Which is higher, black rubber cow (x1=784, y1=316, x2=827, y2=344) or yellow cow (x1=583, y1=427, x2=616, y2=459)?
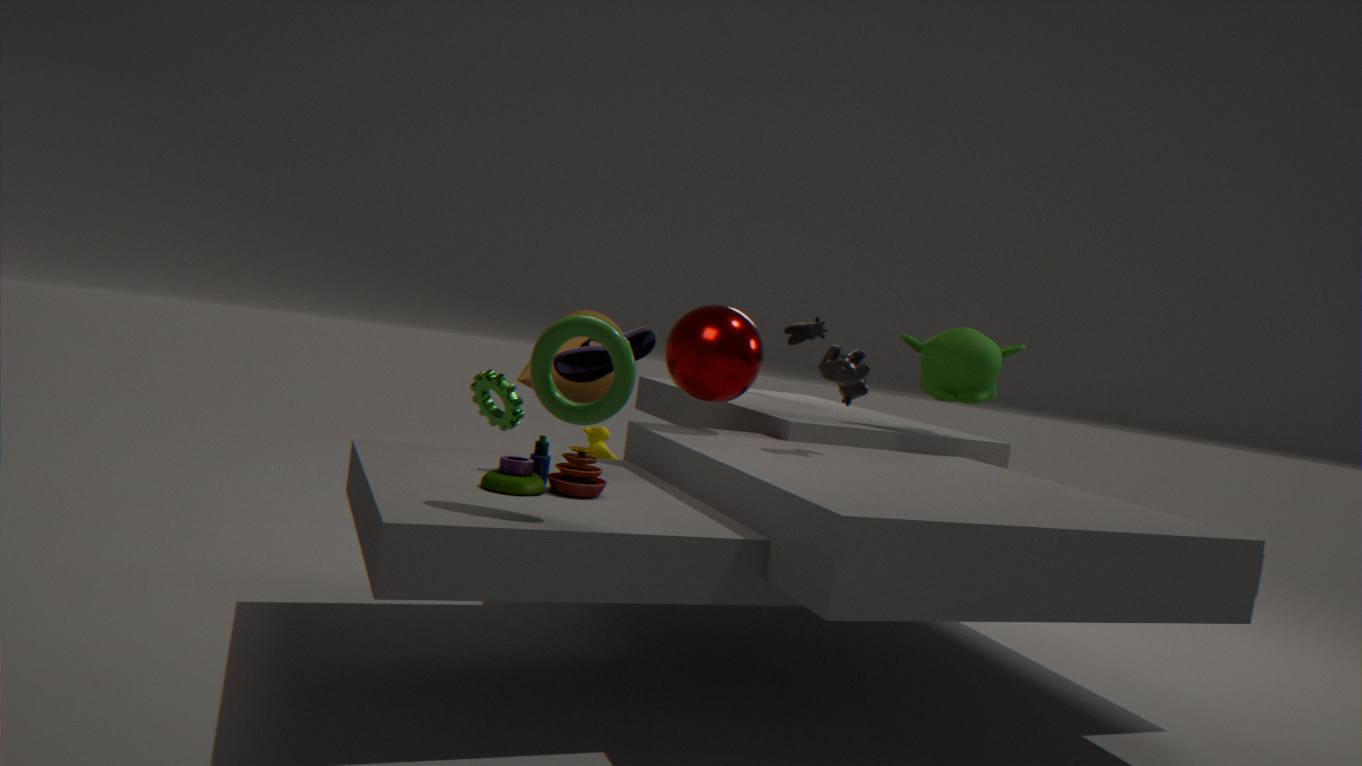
black rubber cow (x1=784, y1=316, x2=827, y2=344)
